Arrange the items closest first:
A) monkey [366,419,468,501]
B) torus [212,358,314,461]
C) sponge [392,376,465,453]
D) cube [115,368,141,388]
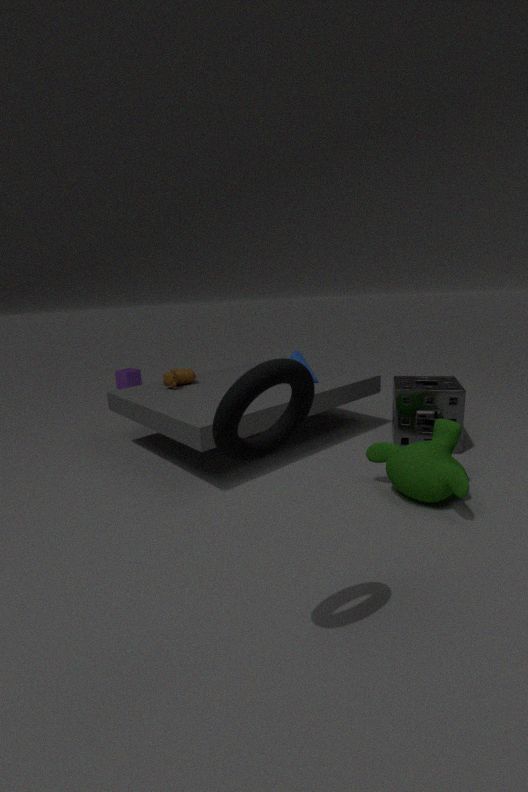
torus [212,358,314,461], monkey [366,419,468,501], sponge [392,376,465,453], cube [115,368,141,388]
